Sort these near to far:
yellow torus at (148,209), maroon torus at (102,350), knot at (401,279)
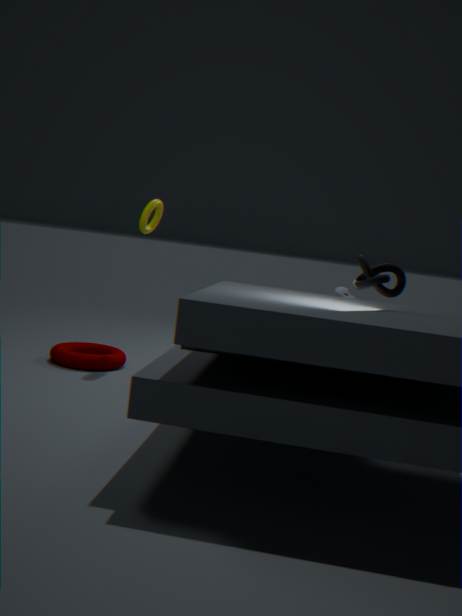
knot at (401,279) → maroon torus at (102,350) → yellow torus at (148,209)
